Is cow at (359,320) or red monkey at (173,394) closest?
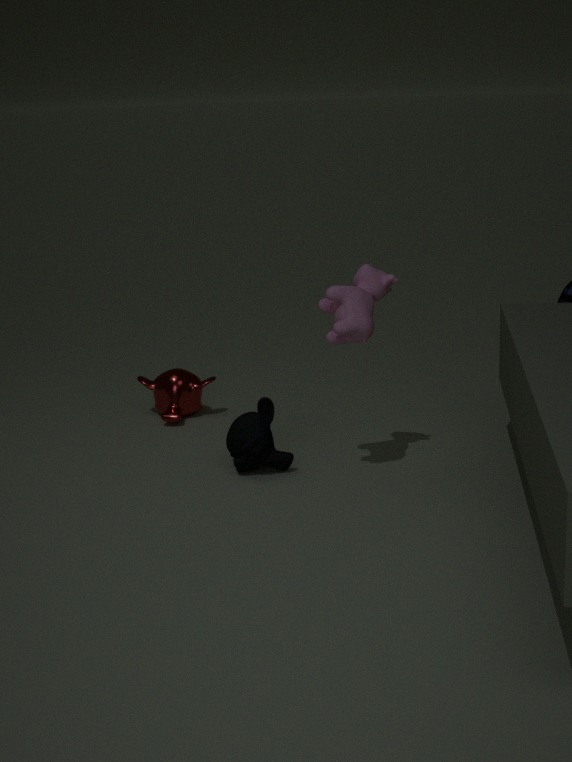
cow at (359,320)
